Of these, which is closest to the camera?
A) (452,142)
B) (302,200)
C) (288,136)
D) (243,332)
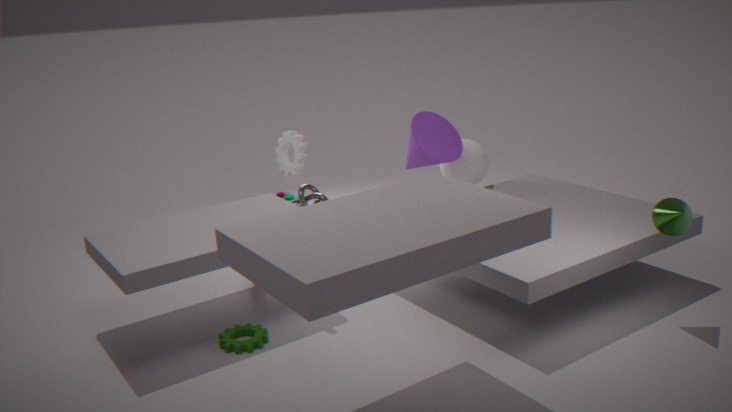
(243,332)
